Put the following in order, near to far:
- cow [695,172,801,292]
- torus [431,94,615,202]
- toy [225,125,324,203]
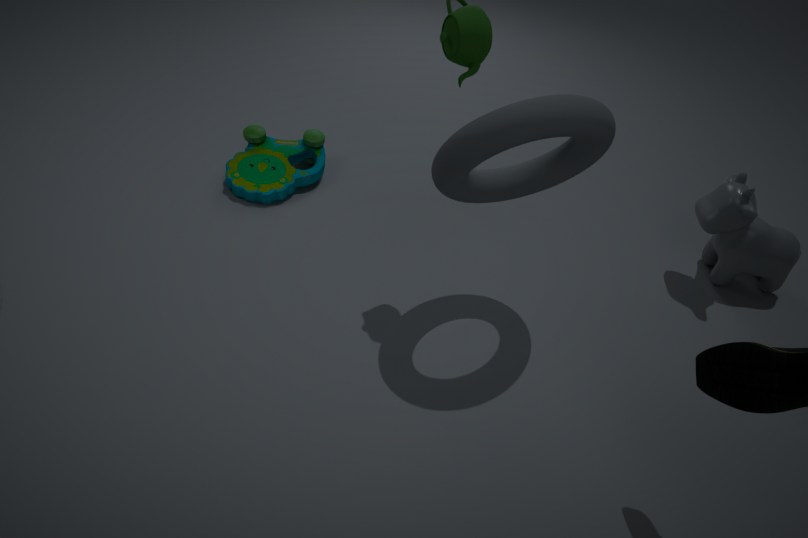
torus [431,94,615,202], cow [695,172,801,292], toy [225,125,324,203]
